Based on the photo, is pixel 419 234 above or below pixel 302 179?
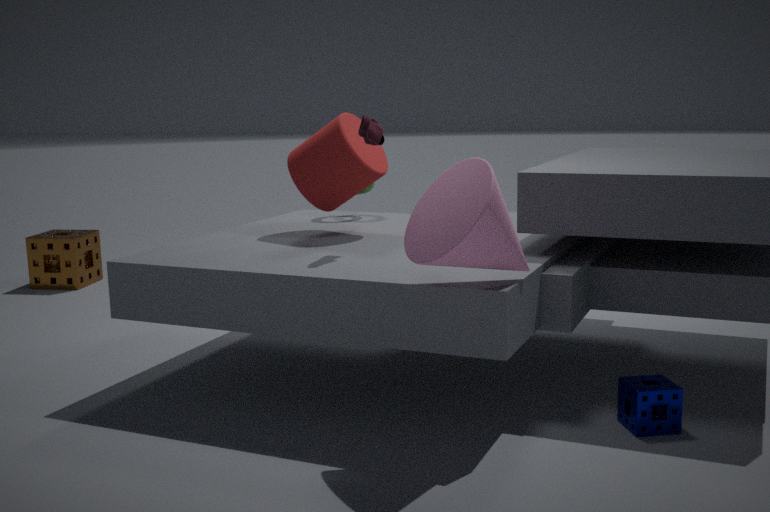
below
